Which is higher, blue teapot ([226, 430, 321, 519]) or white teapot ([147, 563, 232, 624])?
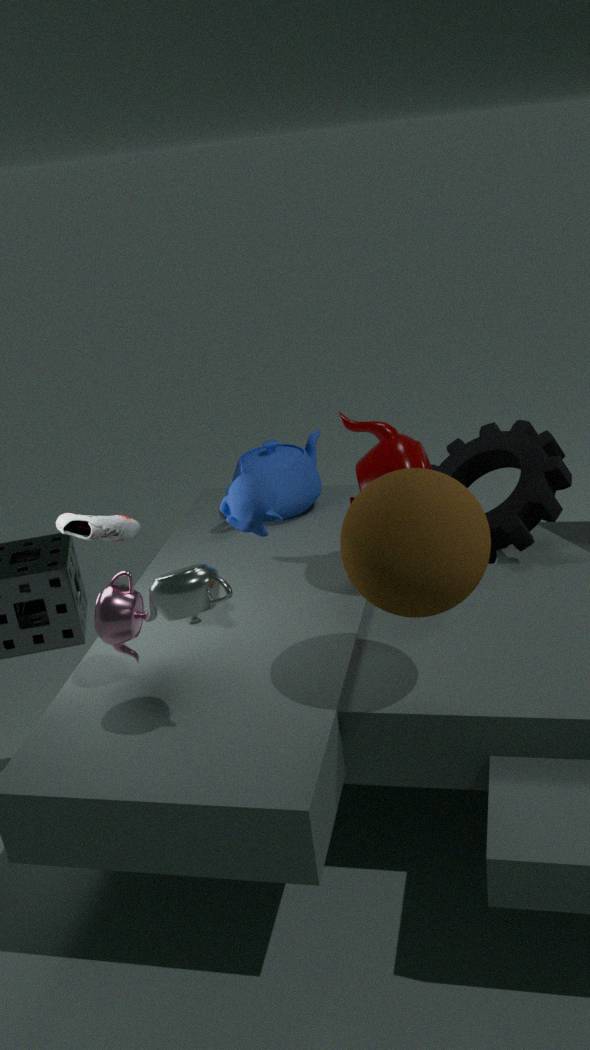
white teapot ([147, 563, 232, 624])
